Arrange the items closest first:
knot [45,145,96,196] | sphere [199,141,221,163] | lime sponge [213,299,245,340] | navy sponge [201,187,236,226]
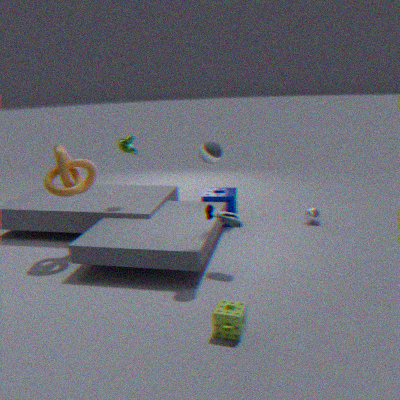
lime sponge [213,299,245,340], sphere [199,141,221,163], knot [45,145,96,196], navy sponge [201,187,236,226]
